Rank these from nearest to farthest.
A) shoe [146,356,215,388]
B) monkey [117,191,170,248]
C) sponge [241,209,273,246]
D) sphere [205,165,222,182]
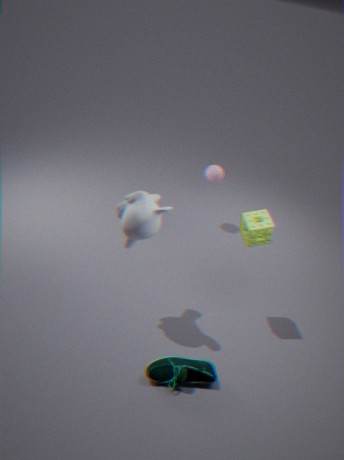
monkey [117,191,170,248] < shoe [146,356,215,388] < sponge [241,209,273,246] < sphere [205,165,222,182]
